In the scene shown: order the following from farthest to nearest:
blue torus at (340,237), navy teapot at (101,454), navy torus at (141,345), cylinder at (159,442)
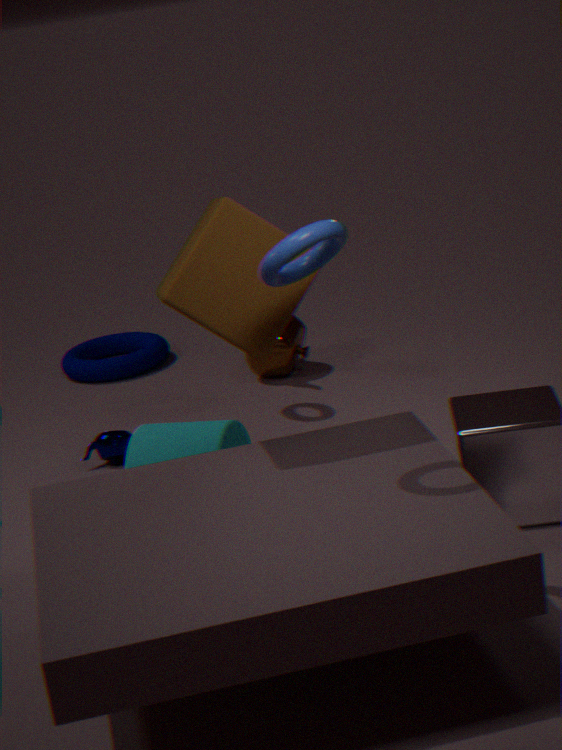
navy torus at (141,345), navy teapot at (101,454), cylinder at (159,442), blue torus at (340,237)
